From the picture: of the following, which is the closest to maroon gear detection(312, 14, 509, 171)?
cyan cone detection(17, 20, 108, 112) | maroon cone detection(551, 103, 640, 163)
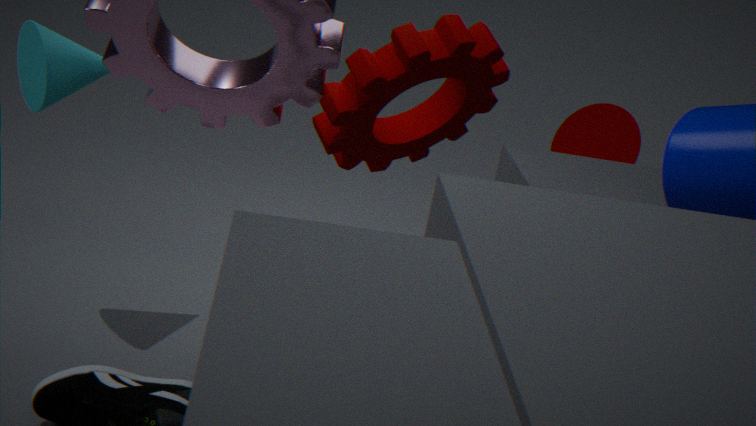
cyan cone detection(17, 20, 108, 112)
